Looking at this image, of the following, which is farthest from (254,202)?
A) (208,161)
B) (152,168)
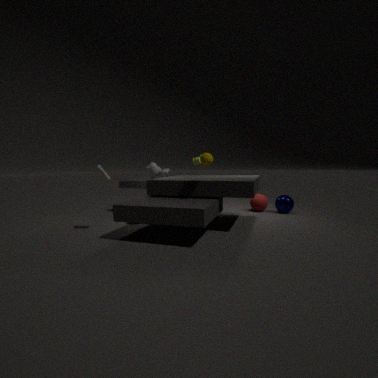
(152,168)
